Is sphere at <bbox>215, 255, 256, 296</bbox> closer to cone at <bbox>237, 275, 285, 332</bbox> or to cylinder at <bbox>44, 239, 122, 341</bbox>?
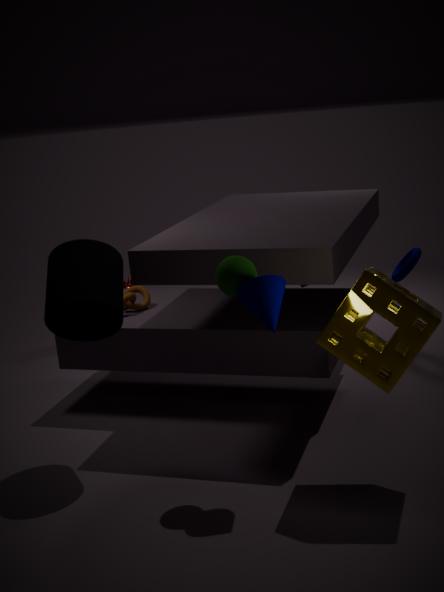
cone at <bbox>237, 275, 285, 332</bbox>
